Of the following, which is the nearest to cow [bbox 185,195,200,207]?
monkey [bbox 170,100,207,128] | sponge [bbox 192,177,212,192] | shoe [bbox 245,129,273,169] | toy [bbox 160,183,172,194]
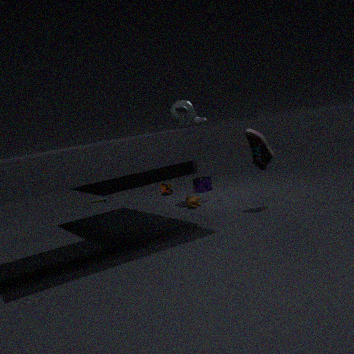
sponge [bbox 192,177,212,192]
